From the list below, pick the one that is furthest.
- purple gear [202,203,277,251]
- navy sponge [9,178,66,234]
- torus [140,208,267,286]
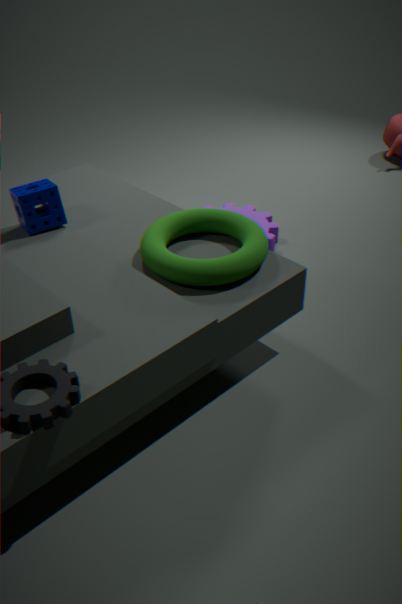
purple gear [202,203,277,251]
